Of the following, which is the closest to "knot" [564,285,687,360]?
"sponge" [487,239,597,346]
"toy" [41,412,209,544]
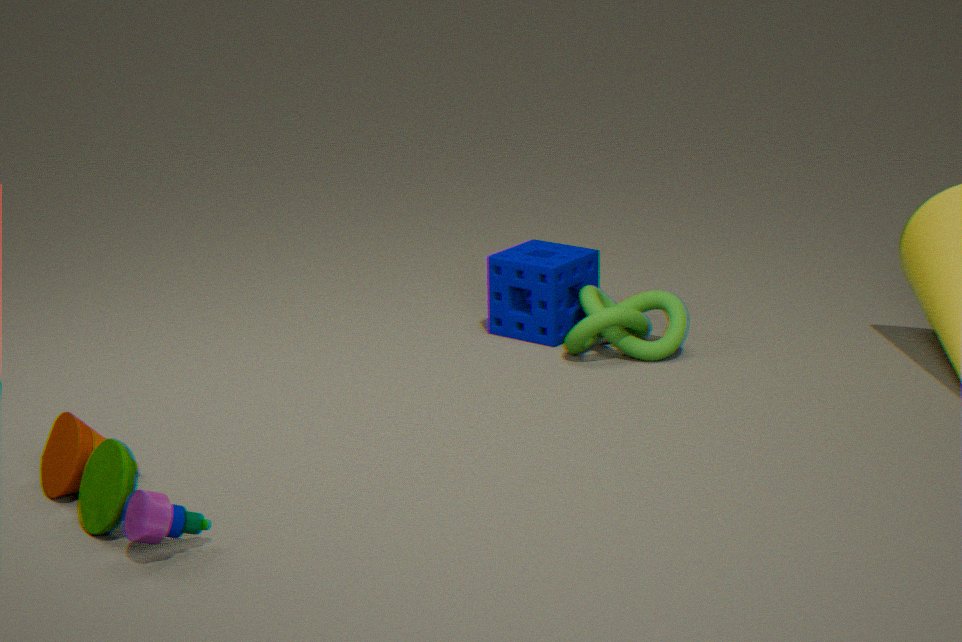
"sponge" [487,239,597,346]
